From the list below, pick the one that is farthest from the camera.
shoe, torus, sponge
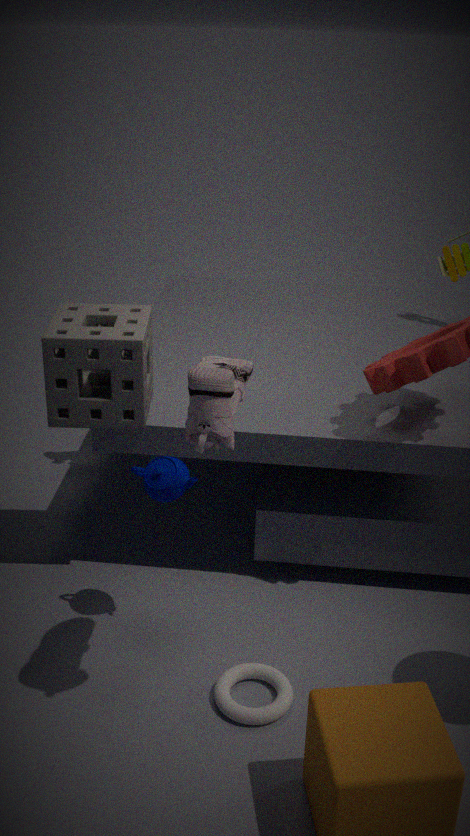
sponge
